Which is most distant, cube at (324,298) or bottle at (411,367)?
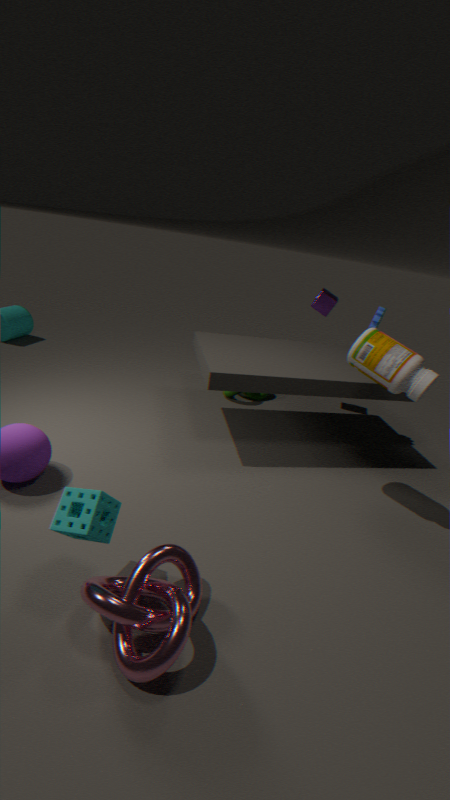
cube at (324,298)
